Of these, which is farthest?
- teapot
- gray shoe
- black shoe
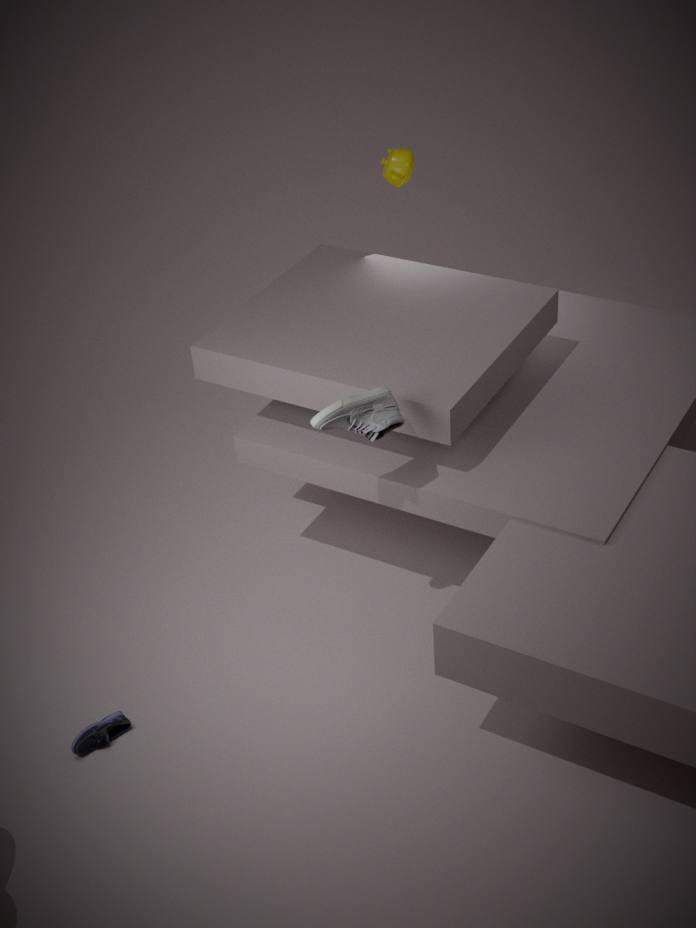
teapot
